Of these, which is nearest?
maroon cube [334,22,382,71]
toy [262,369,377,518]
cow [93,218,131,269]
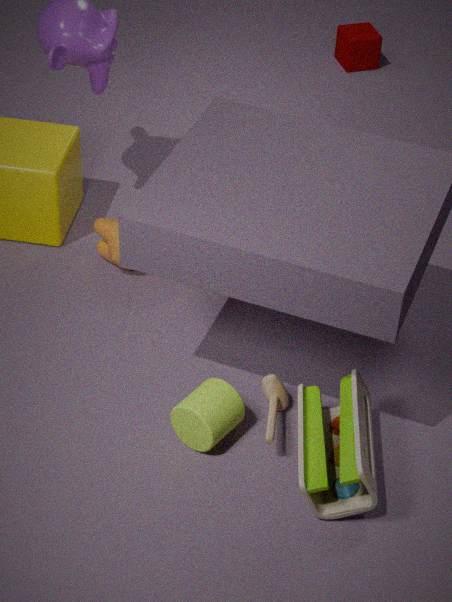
toy [262,369,377,518]
